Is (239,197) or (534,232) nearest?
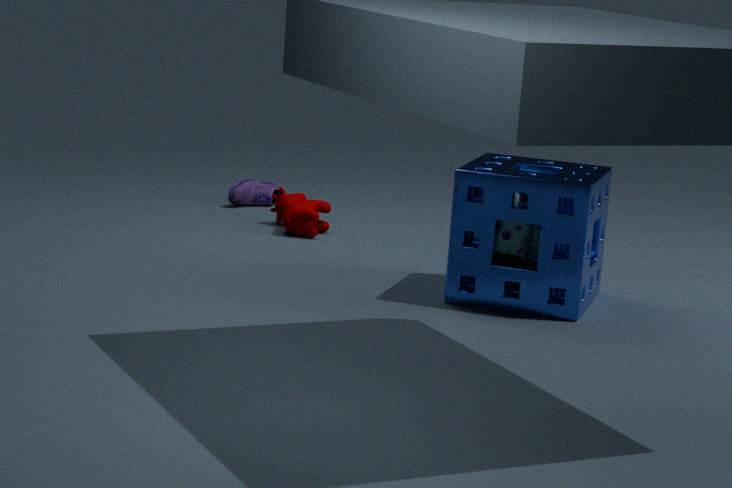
(534,232)
